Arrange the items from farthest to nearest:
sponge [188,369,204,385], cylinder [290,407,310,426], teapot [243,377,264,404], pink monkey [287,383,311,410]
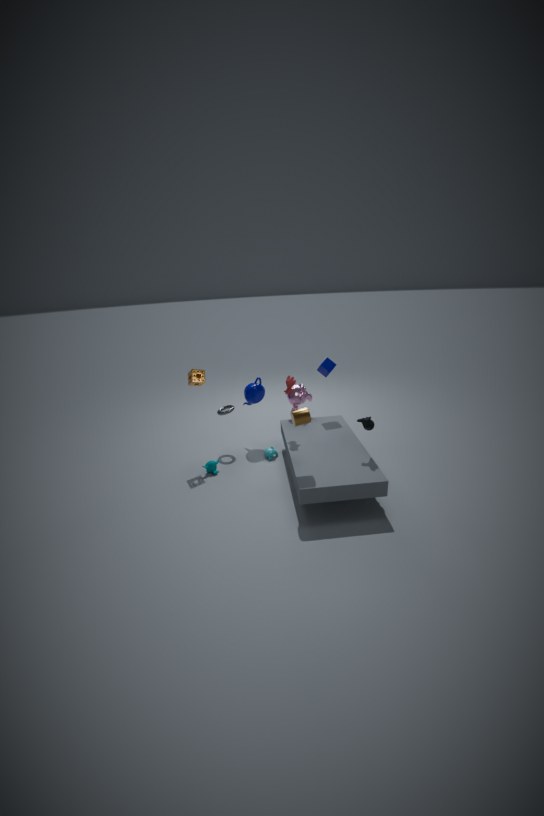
teapot [243,377,264,404]
pink monkey [287,383,311,410]
sponge [188,369,204,385]
cylinder [290,407,310,426]
